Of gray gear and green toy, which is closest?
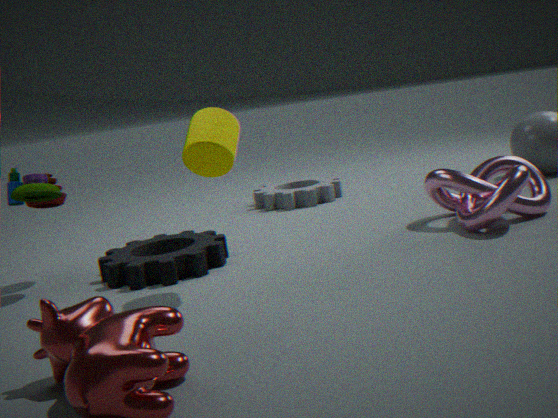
green toy
